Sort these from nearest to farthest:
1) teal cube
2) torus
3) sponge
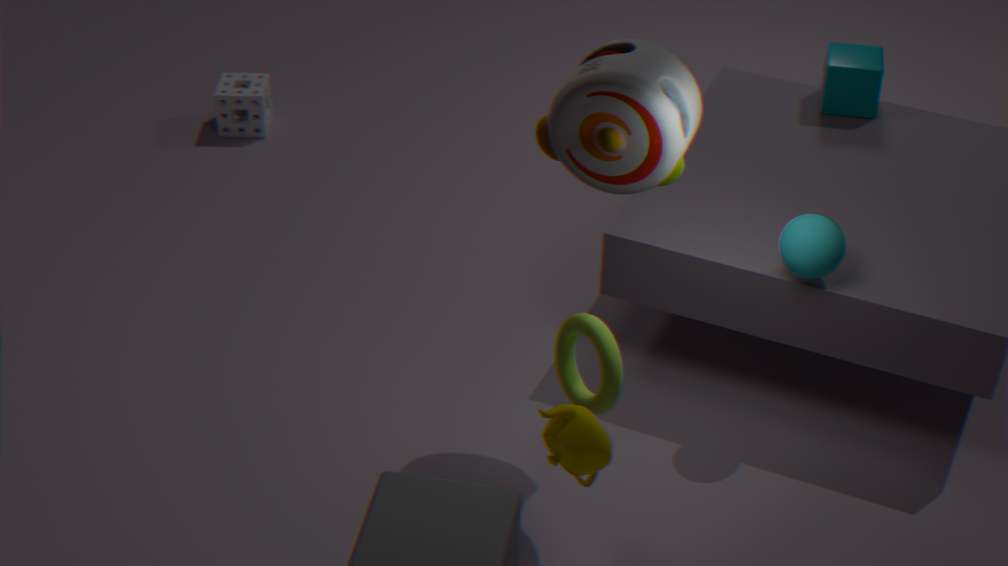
1. 2. torus
2. 1. teal cube
3. 3. sponge
